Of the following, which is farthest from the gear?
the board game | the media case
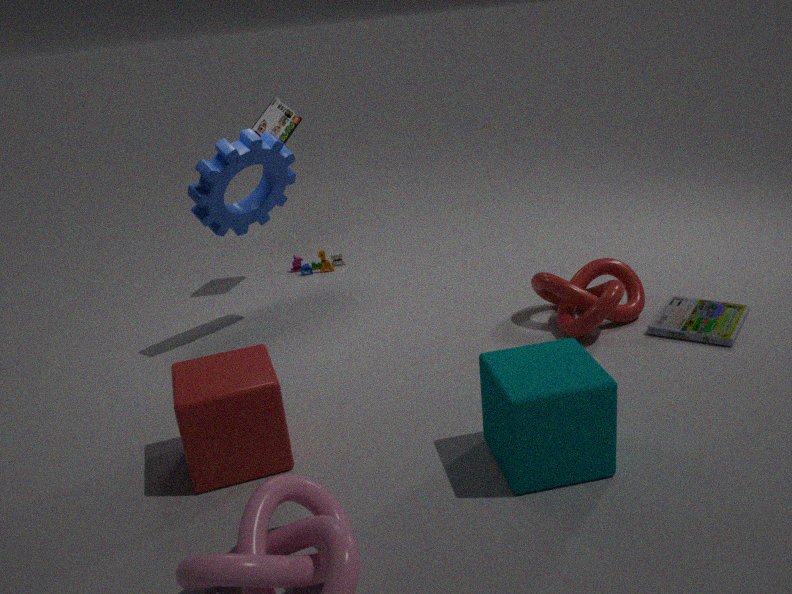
the media case
